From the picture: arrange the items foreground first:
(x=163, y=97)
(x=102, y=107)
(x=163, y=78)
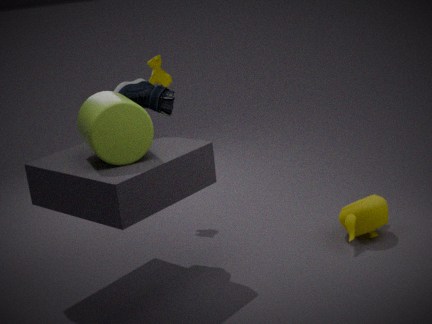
(x=102, y=107)
(x=163, y=97)
(x=163, y=78)
